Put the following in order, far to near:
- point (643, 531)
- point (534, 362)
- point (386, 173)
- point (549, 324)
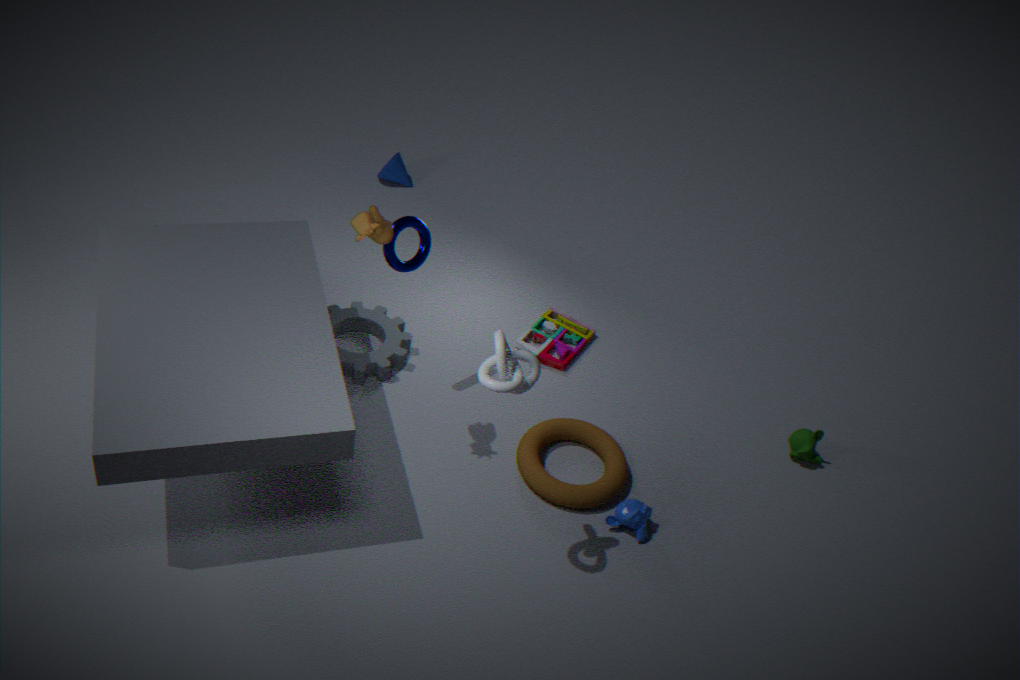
point (386, 173) → point (549, 324) → point (643, 531) → point (534, 362)
